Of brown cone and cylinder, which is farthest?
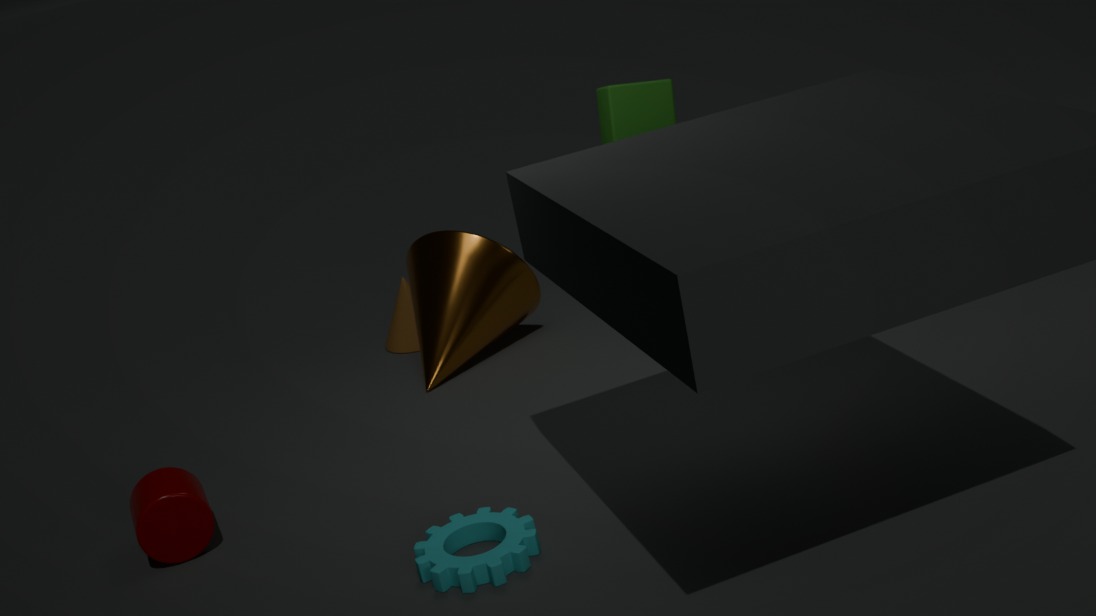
brown cone
